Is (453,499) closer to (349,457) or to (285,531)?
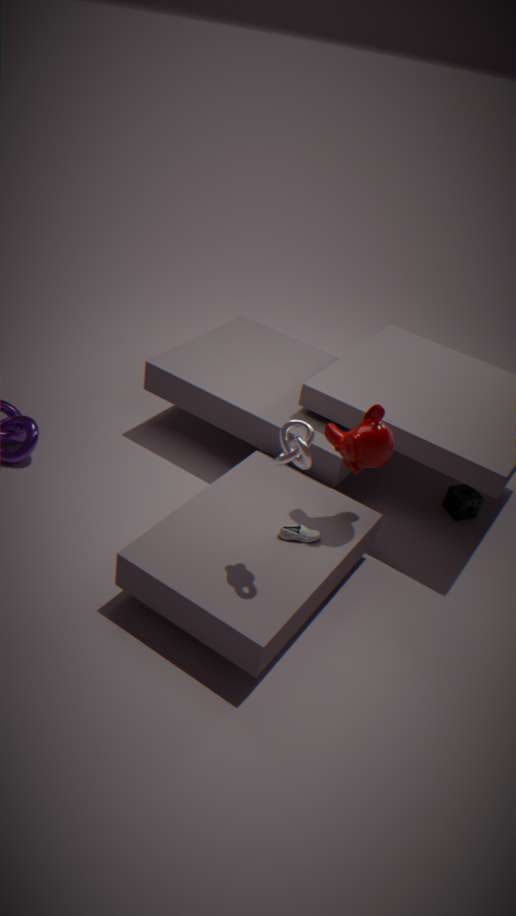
(349,457)
